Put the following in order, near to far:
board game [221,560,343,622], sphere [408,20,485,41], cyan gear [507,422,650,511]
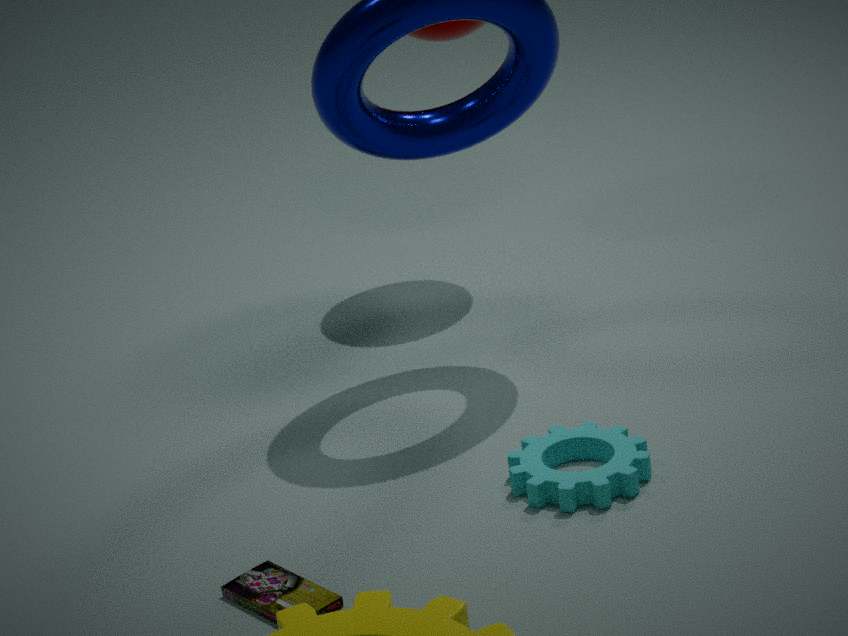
board game [221,560,343,622]
cyan gear [507,422,650,511]
sphere [408,20,485,41]
